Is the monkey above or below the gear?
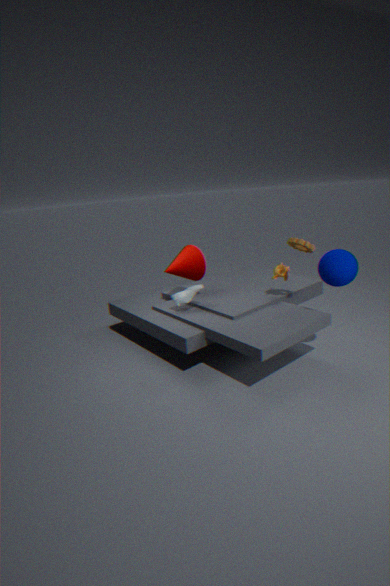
below
